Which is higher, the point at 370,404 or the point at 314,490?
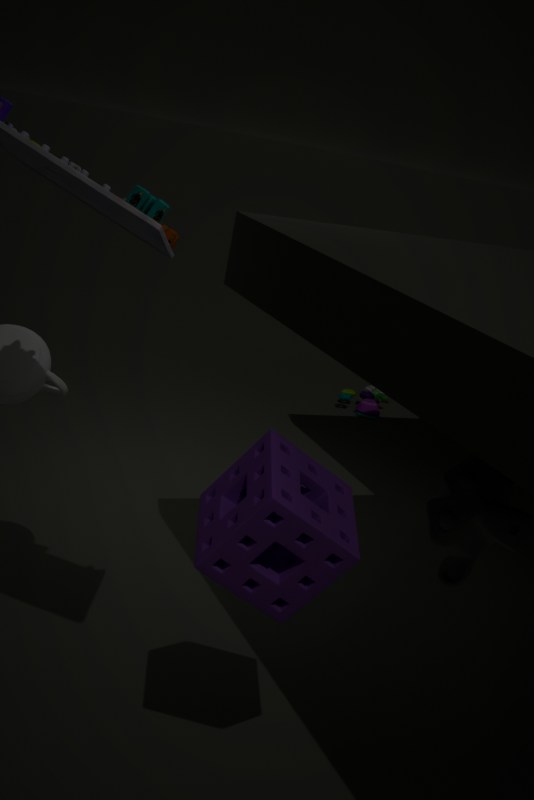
the point at 314,490
